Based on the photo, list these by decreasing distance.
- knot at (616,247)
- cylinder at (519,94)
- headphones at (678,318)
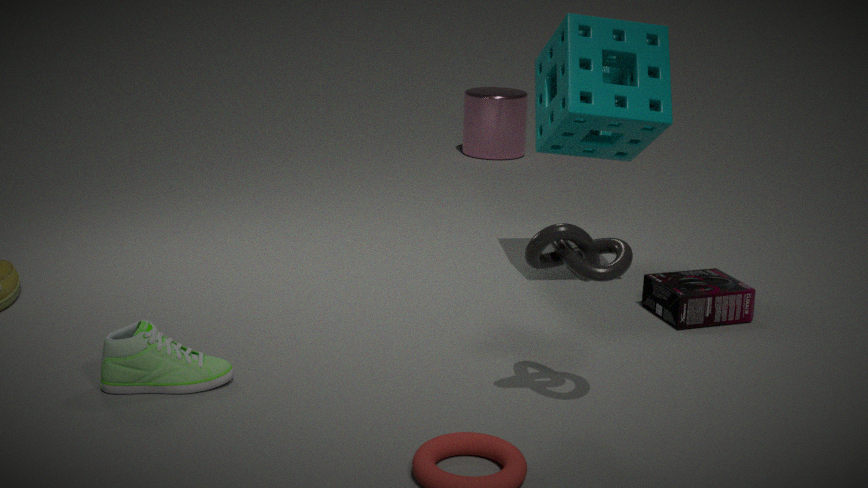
1. cylinder at (519,94)
2. headphones at (678,318)
3. knot at (616,247)
